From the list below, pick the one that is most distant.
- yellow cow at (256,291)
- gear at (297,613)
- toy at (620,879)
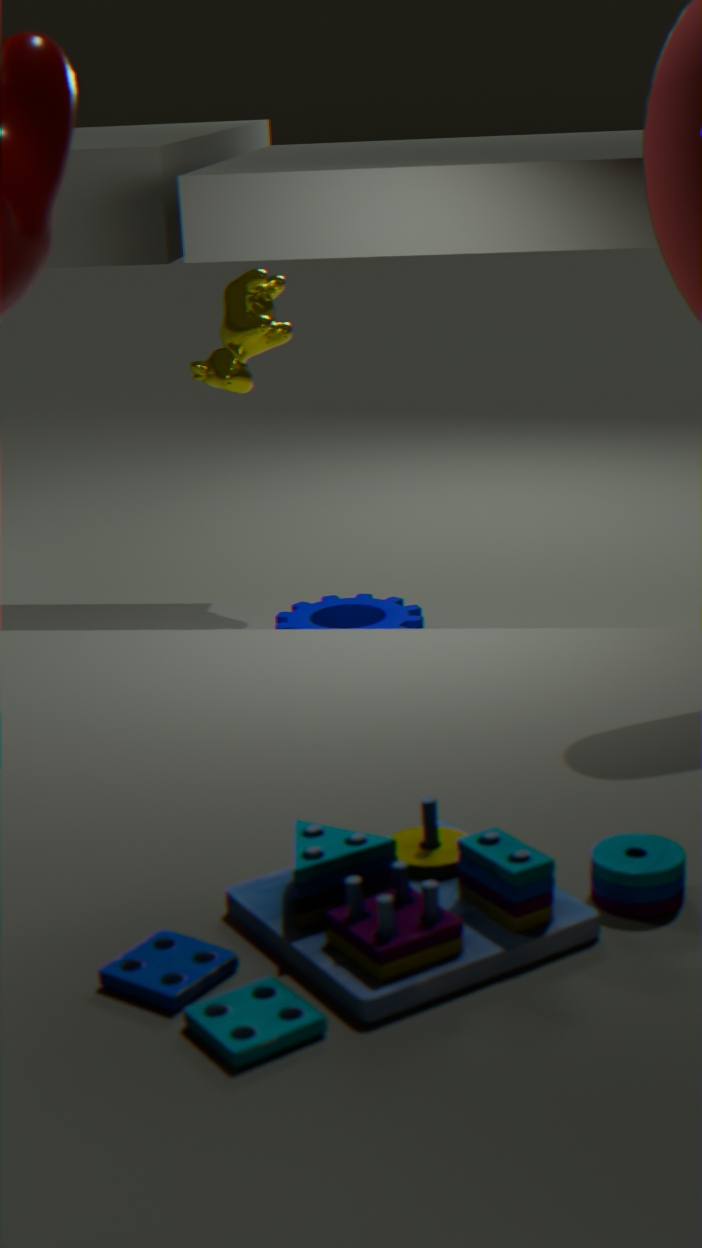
yellow cow at (256,291)
